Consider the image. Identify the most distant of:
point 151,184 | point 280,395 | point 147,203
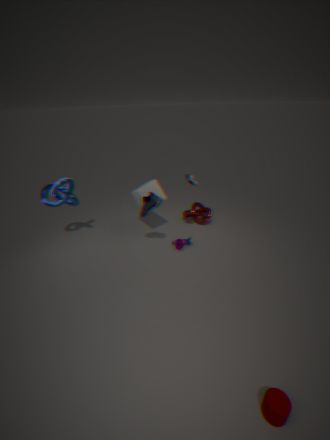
point 151,184
